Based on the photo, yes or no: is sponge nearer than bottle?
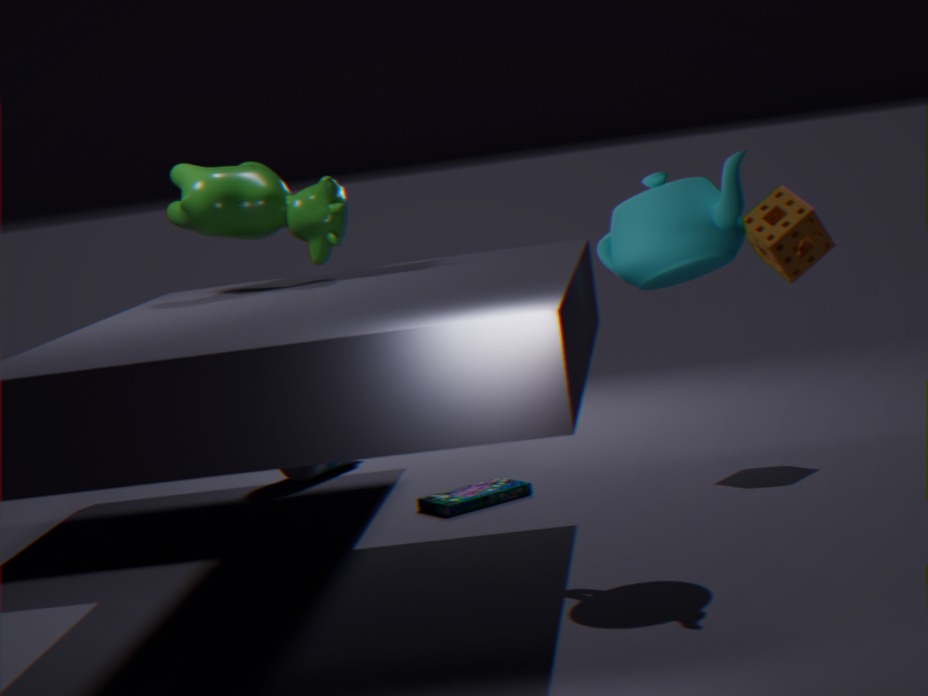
Yes
